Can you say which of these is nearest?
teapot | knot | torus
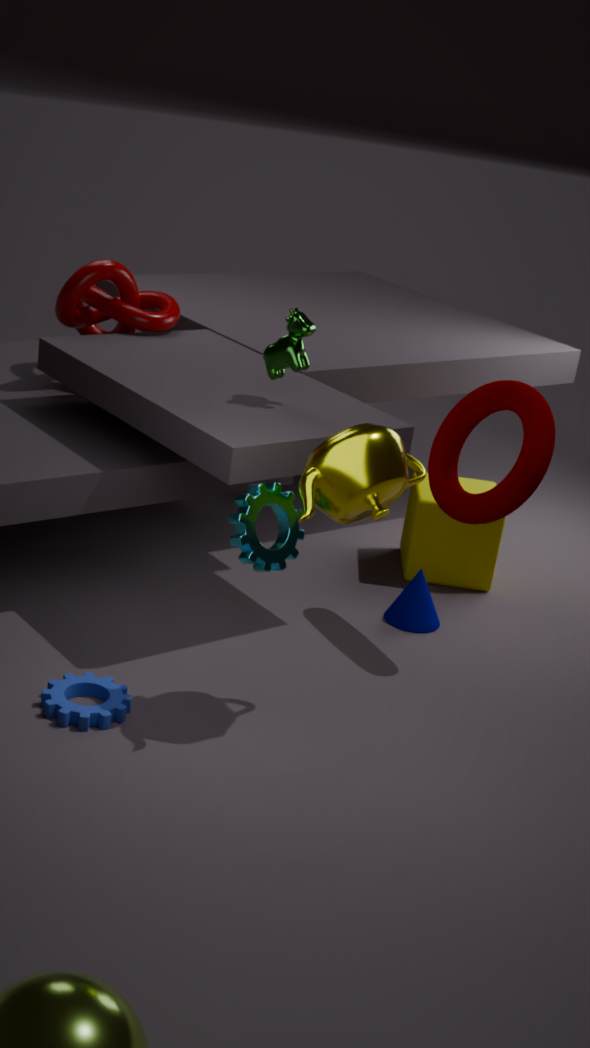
teapot
